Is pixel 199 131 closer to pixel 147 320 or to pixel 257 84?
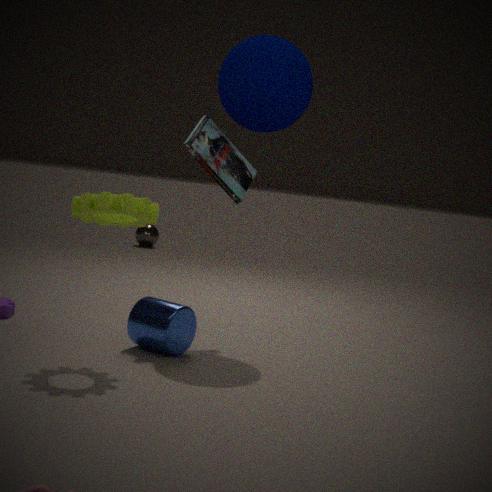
pixel 257 84
